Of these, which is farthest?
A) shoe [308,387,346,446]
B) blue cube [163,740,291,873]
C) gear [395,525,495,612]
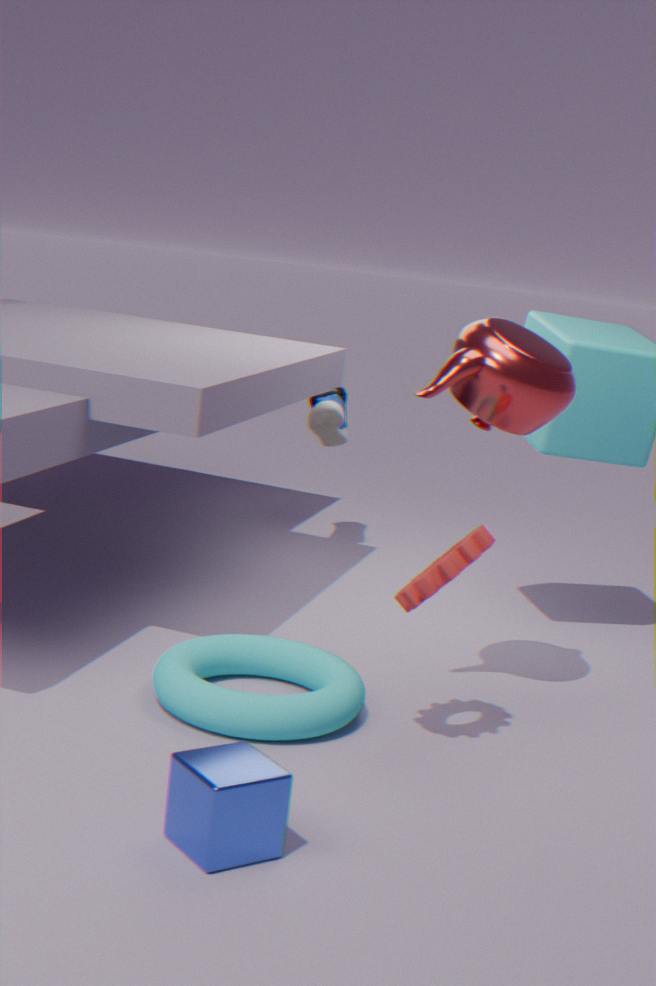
shoe [308,387,346,446]
